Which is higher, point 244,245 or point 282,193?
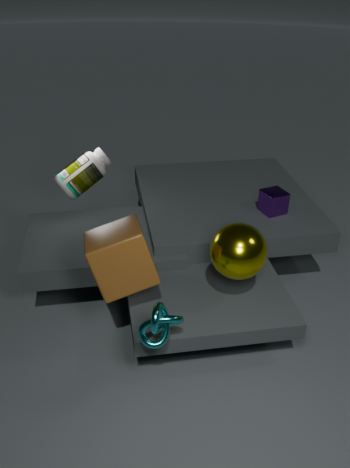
point 244,245
